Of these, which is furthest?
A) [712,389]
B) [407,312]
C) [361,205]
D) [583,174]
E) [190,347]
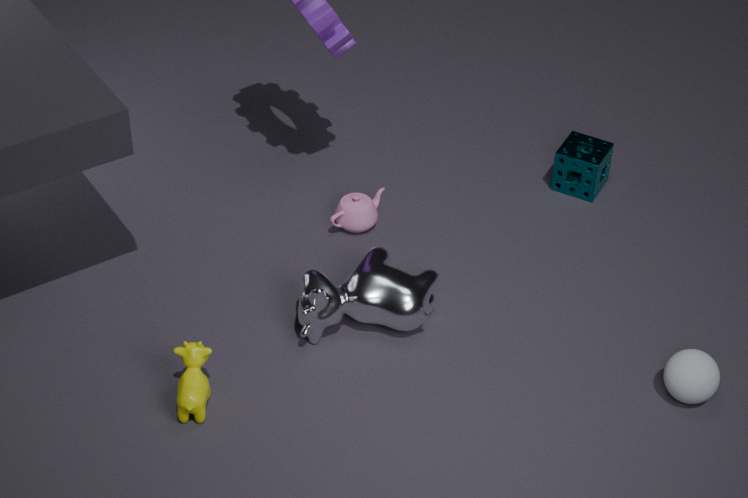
D. [583,174]
